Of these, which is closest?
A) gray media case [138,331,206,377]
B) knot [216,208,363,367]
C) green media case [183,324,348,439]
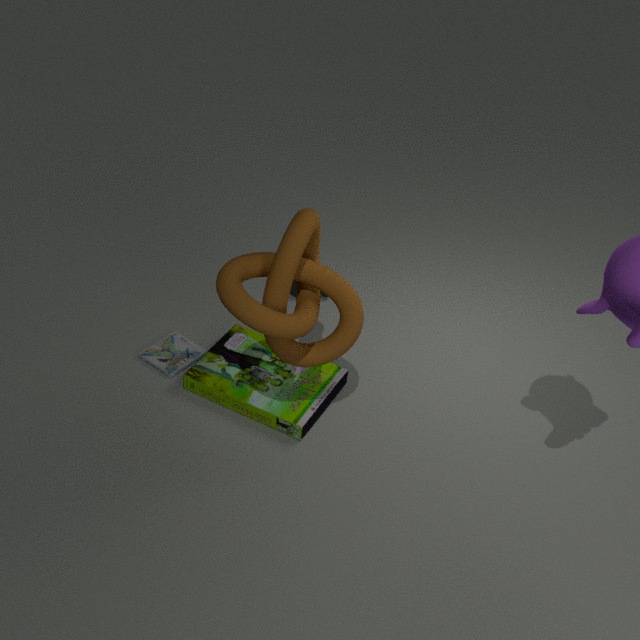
knot [216,208,363,367]
